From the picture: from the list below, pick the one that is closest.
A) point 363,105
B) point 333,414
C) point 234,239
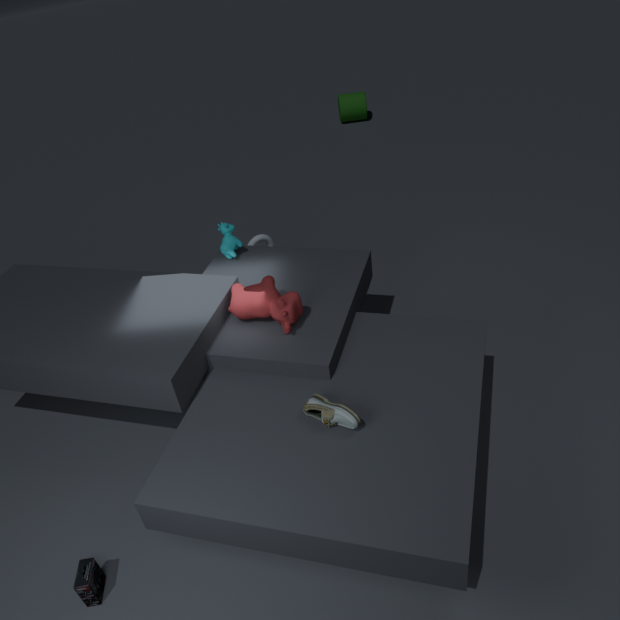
point 333,414
